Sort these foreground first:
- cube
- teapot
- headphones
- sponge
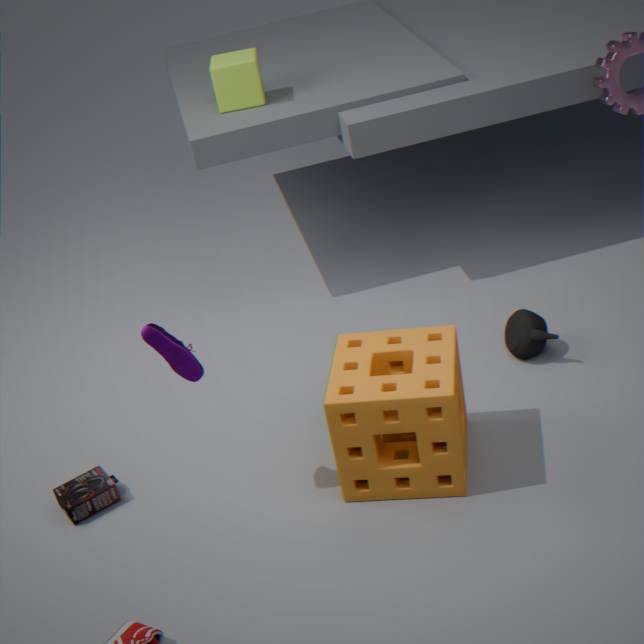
sponge < headphones < teapot < cube
